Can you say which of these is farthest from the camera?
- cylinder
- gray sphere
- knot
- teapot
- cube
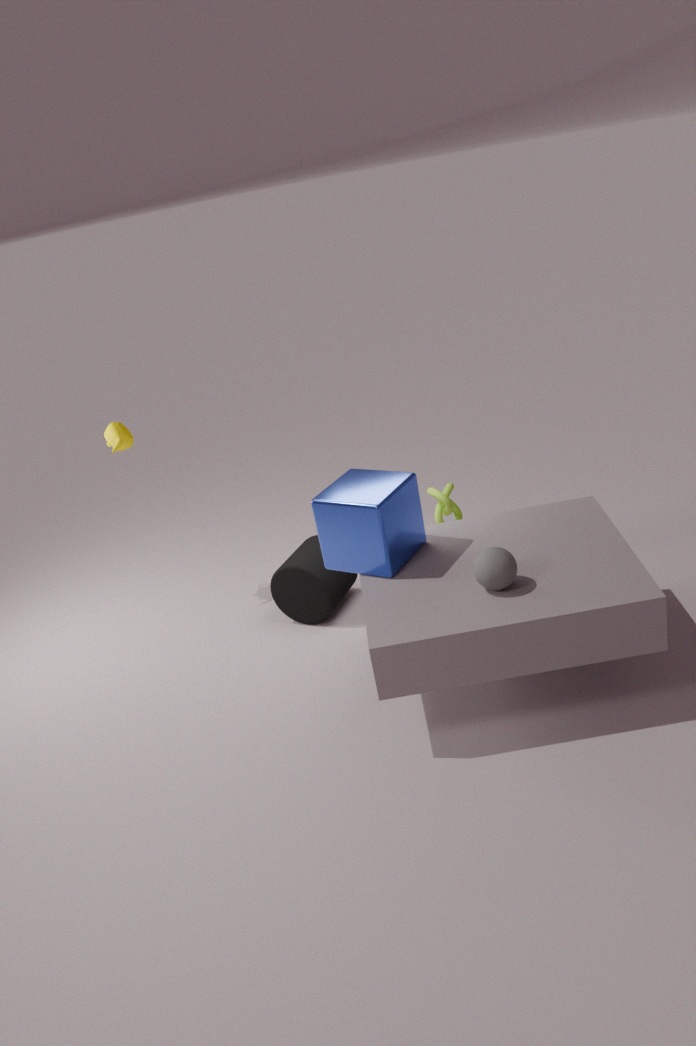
teapot
